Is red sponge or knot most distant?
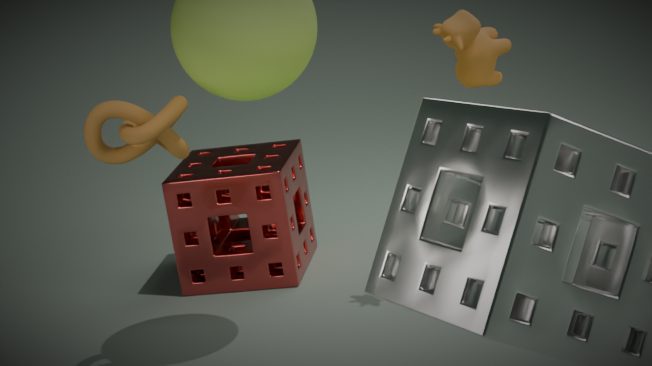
red sponge
